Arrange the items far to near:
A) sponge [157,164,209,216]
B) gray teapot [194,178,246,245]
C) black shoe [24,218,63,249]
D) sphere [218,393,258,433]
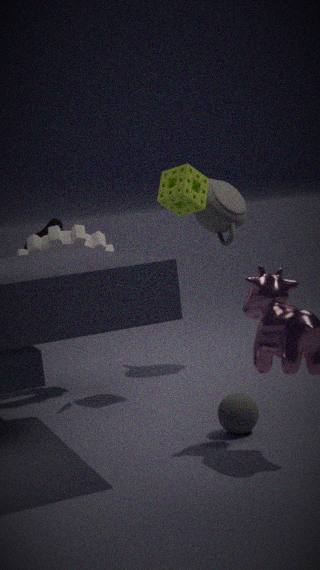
1. gray teapot [194,178,246,245]
2. black shoe [24,218,63,249]
3. sponge [157,164,209,216]
4. sphere [218,393,258,433]
